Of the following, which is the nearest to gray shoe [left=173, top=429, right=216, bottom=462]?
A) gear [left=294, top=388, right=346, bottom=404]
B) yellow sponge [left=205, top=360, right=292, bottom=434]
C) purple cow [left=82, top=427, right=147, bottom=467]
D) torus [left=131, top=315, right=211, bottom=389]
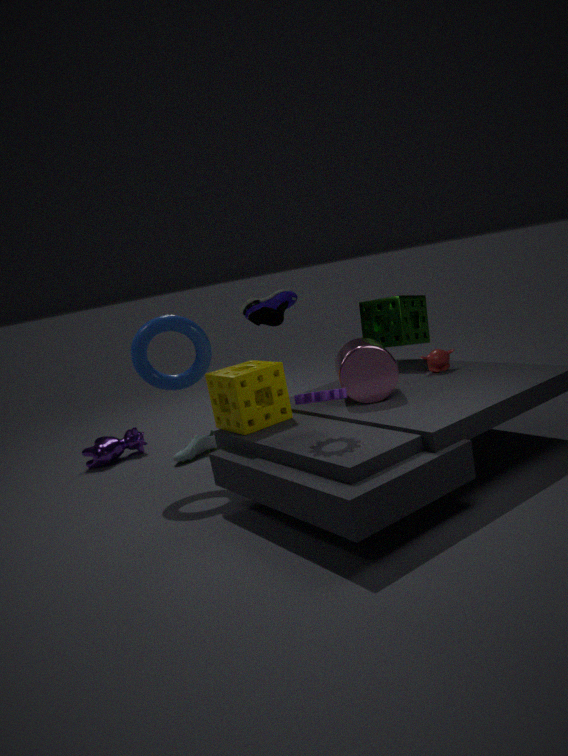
purple cow [left=82, top=427, right=147, bottom=467]
